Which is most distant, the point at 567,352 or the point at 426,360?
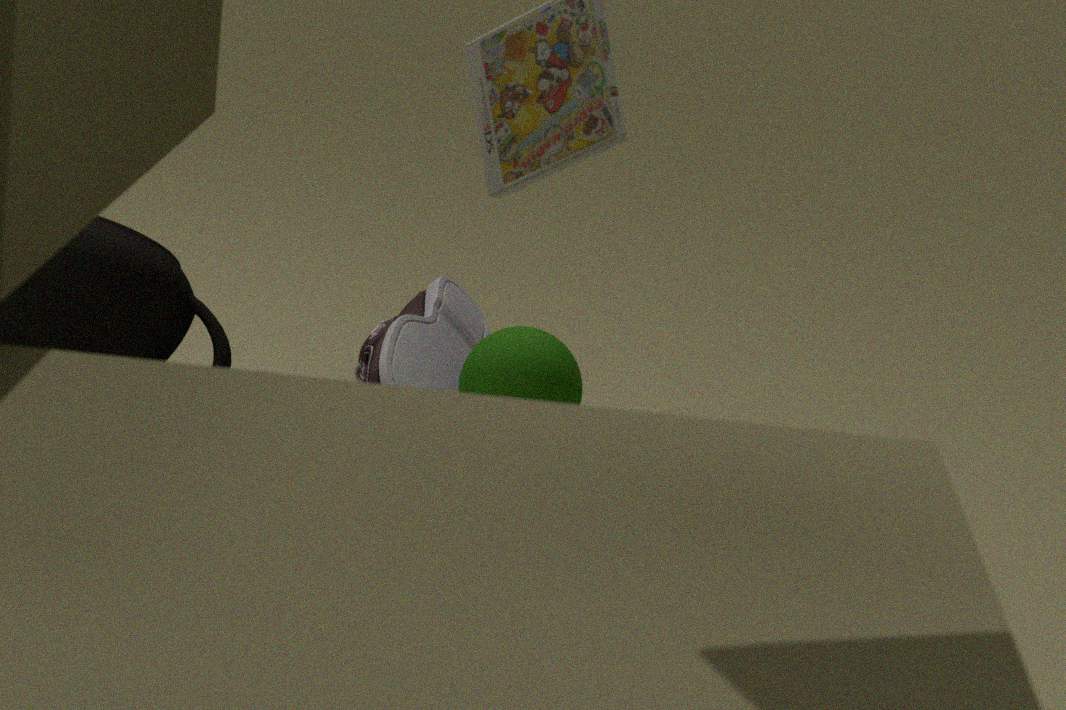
the point at 426,360
